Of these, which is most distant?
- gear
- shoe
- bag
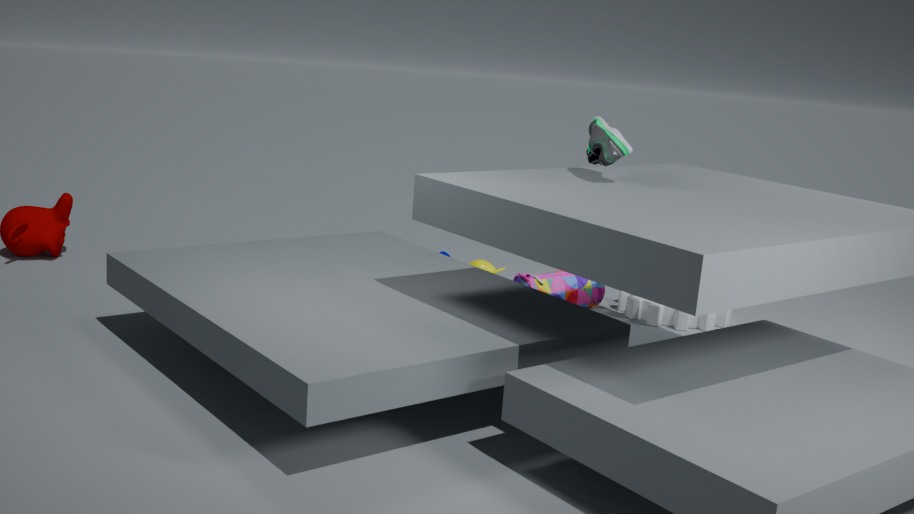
bag
